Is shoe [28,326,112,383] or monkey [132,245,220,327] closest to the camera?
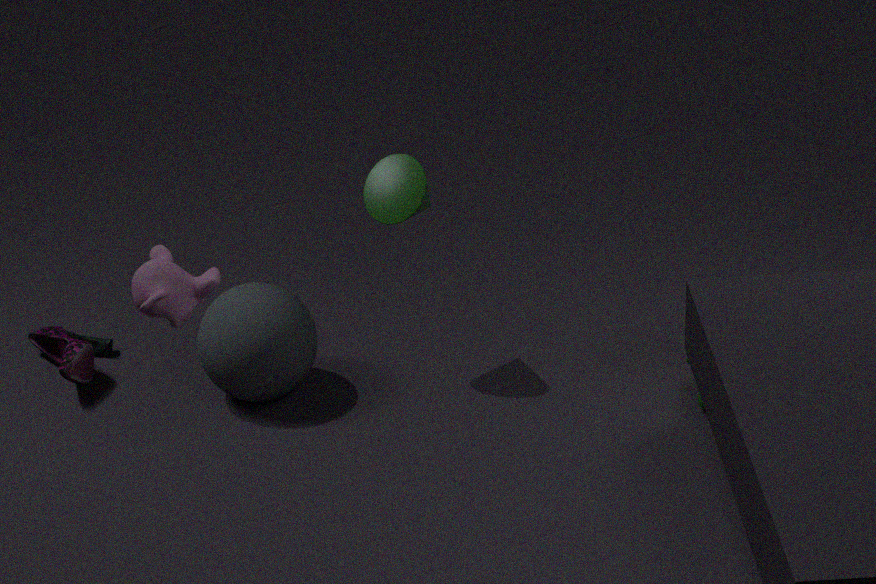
monkey [132,245,220,327]
